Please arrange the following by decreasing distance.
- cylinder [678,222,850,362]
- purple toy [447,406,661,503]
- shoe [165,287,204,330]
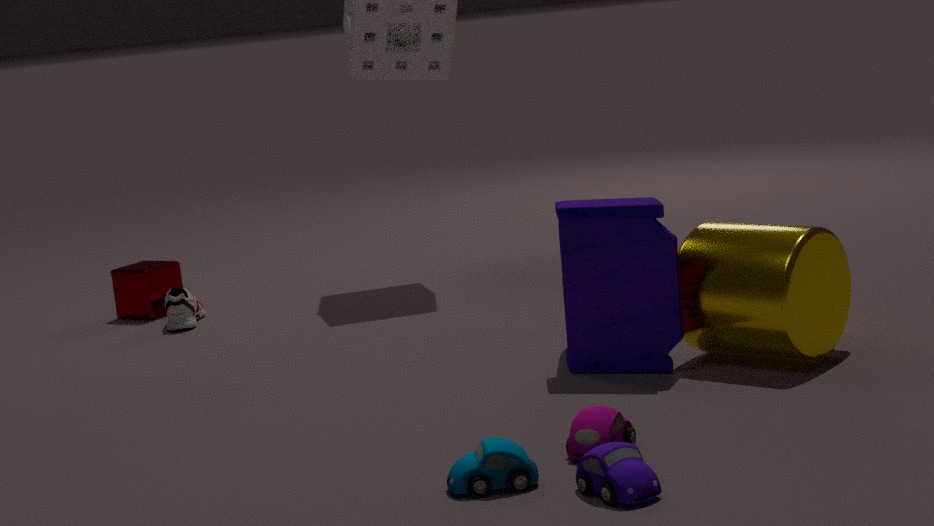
shoe [165,287,204,330] → cylinder [678,222,850,362] → purple toy [447,406,661,503]
